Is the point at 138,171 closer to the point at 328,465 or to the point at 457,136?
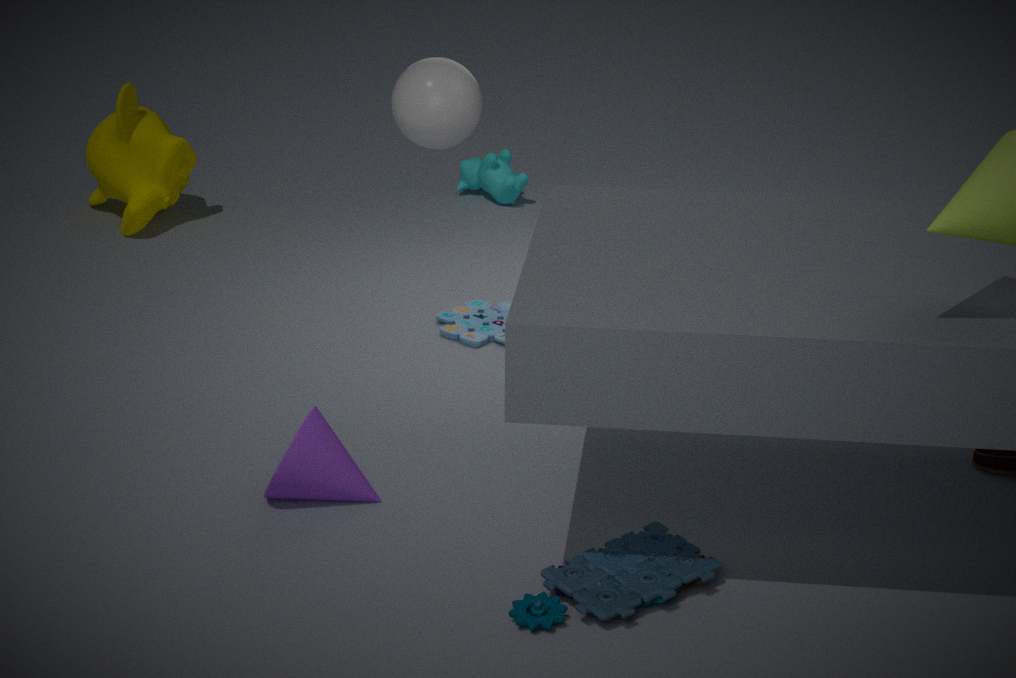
the point at 328,465
